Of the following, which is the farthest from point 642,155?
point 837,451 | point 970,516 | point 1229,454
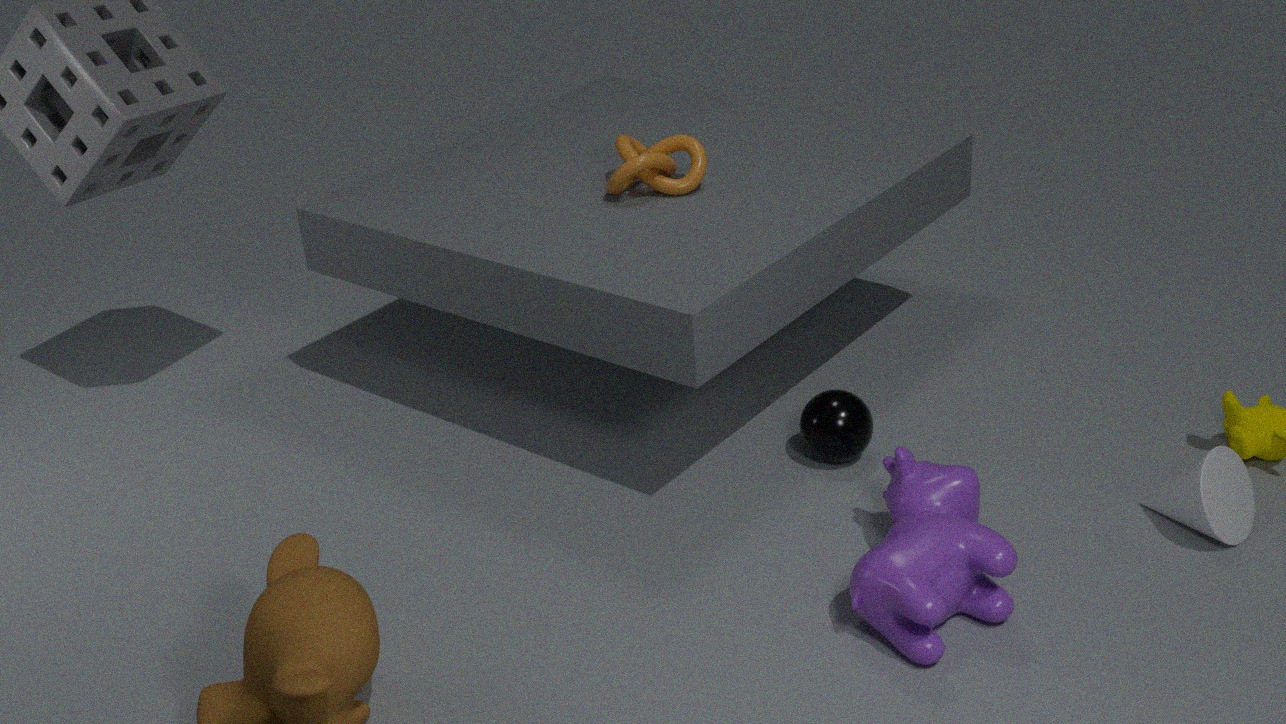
point 1229,454
